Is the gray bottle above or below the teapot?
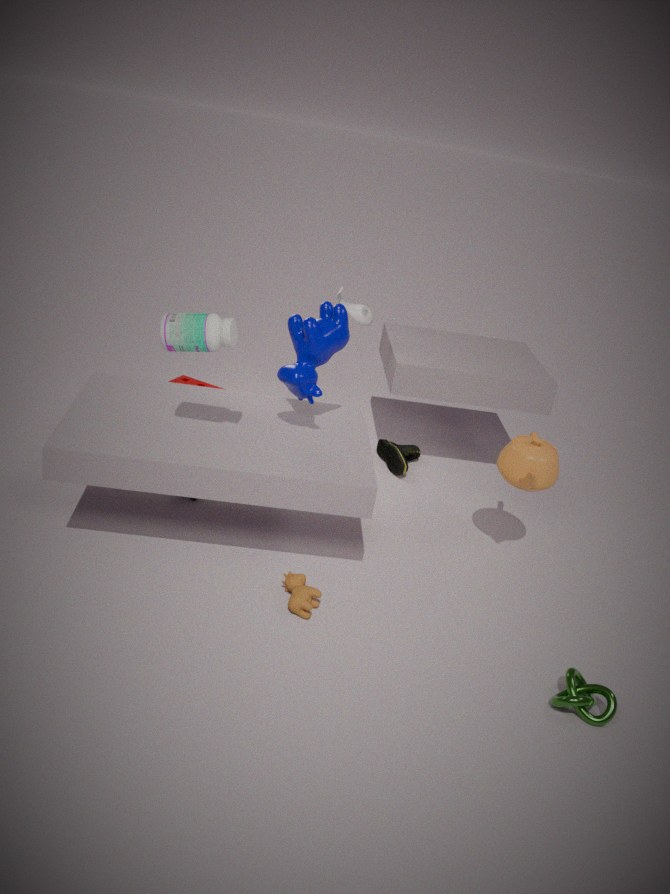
above
